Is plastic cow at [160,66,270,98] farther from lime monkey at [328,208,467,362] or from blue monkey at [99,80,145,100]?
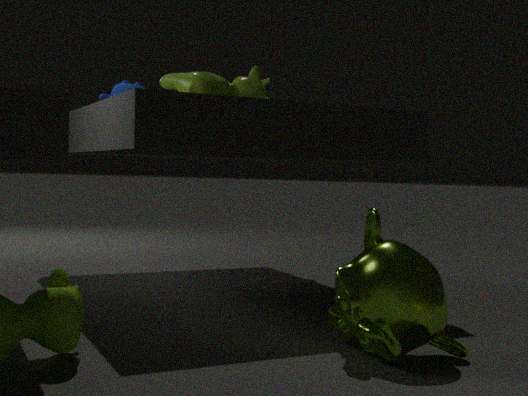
lime monkey at [328,208,467,362]
